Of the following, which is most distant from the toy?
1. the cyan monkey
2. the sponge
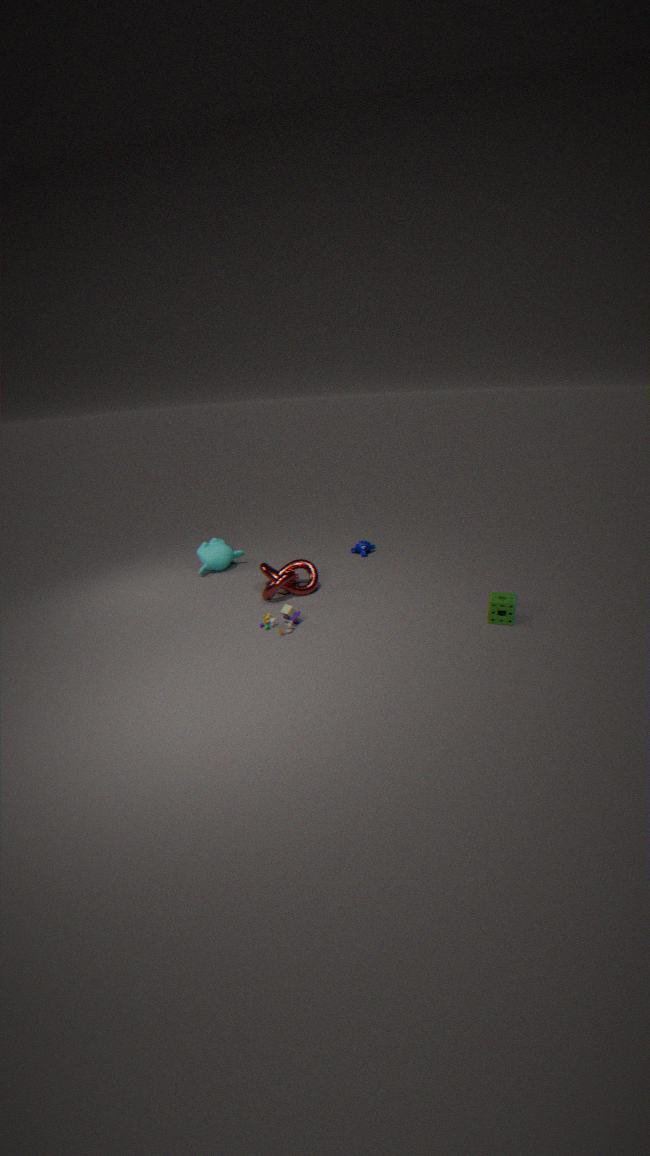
the sponge
